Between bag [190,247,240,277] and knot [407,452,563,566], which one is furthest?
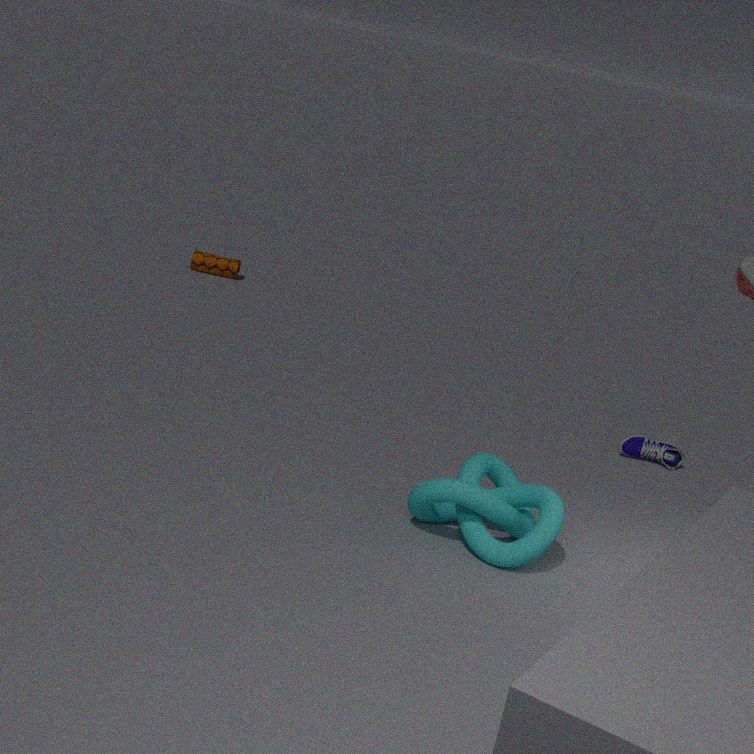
bag [190,247,240,277]
